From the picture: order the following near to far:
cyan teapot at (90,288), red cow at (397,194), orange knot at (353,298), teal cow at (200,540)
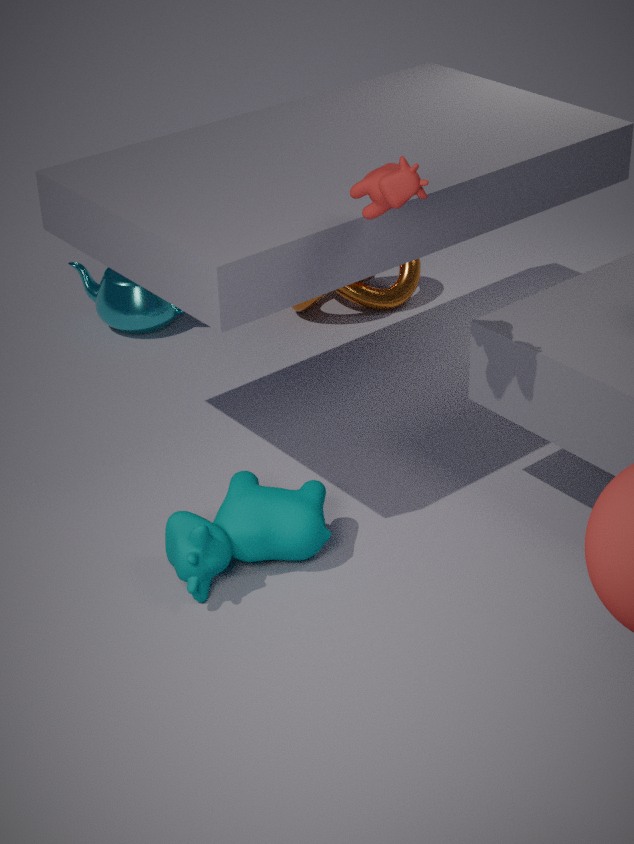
1. red cow at (397,194)
2. teal cow at (200,540)
3. cyan teapot at (90,288)
4. orange knot at (353,298)
